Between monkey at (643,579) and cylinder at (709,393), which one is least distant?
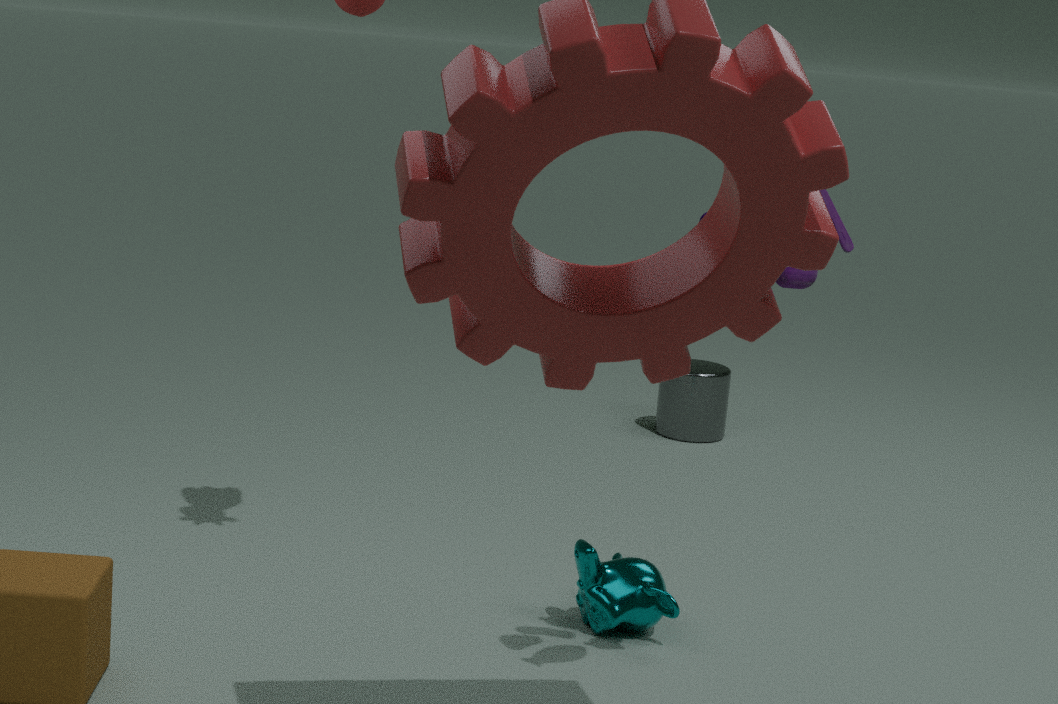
monkey at (643,579)
